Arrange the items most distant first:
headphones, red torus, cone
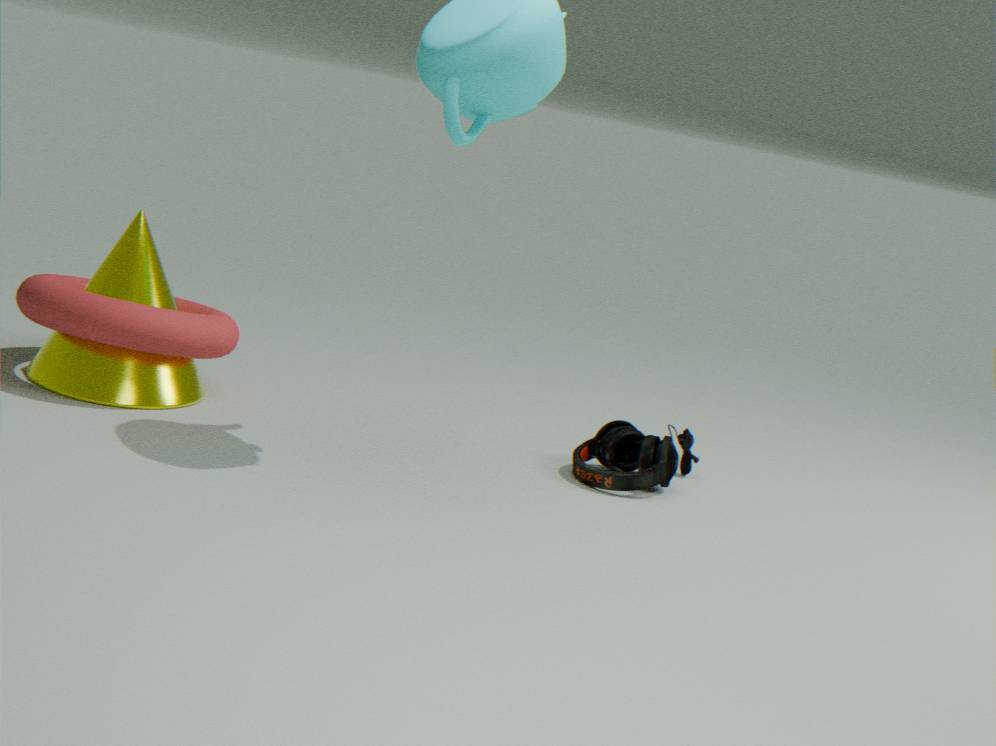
headphones
cone
red torus
